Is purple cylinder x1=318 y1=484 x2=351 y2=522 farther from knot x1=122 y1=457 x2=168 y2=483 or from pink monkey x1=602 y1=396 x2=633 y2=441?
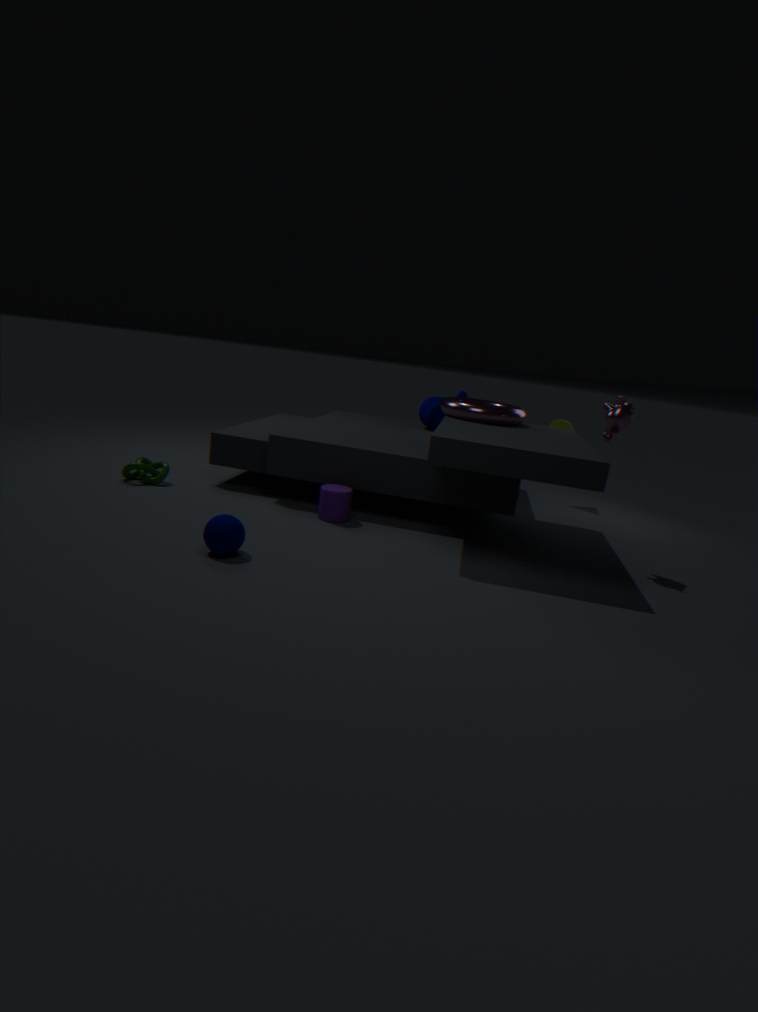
pink monkey x1=602 y1=396 x2=633 y2=441
